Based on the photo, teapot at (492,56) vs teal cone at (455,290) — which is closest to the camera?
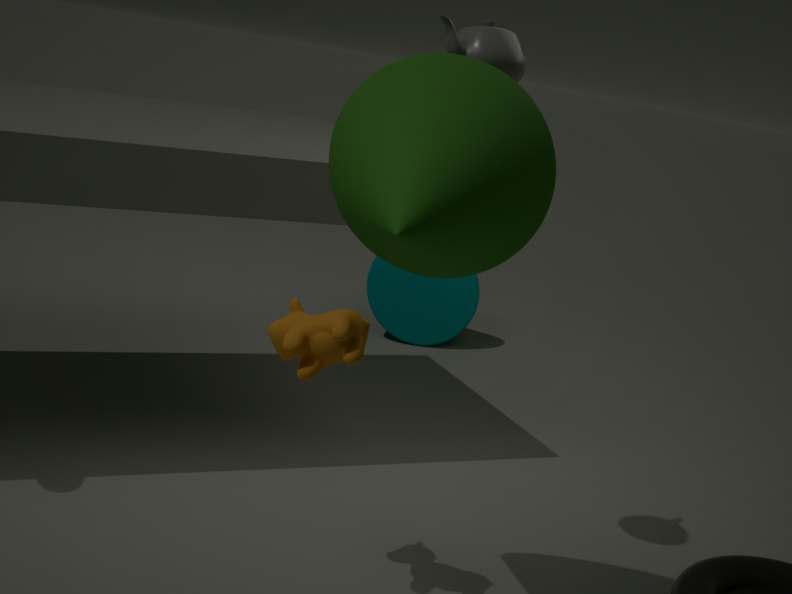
teapot at (492,56)
